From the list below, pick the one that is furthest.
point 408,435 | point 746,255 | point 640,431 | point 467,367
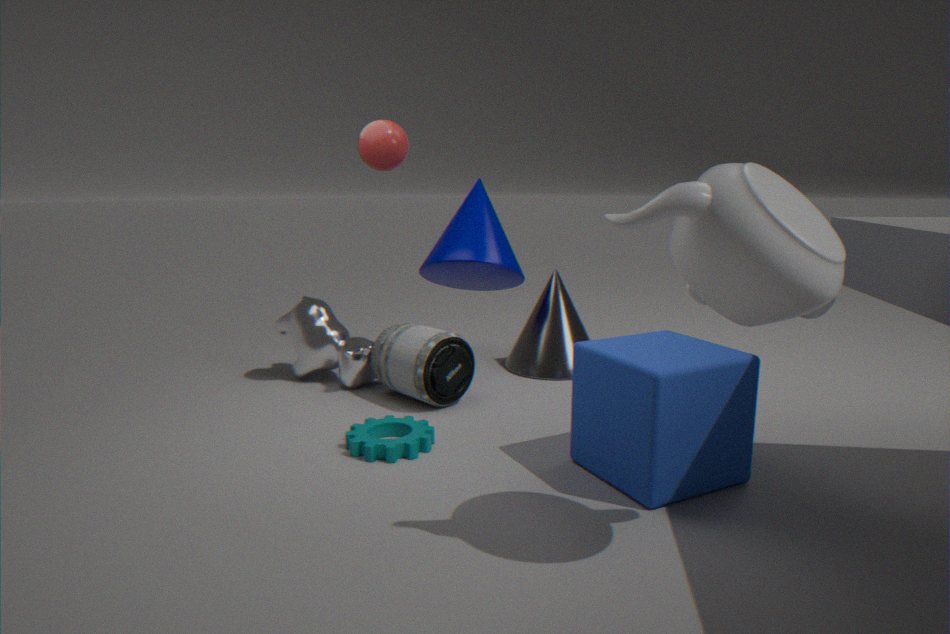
point 467,367
